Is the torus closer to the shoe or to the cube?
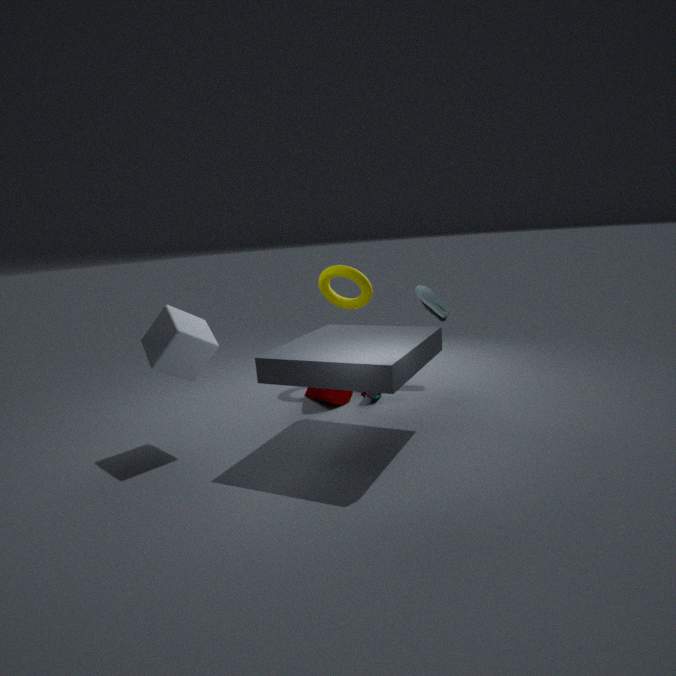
the shoe
